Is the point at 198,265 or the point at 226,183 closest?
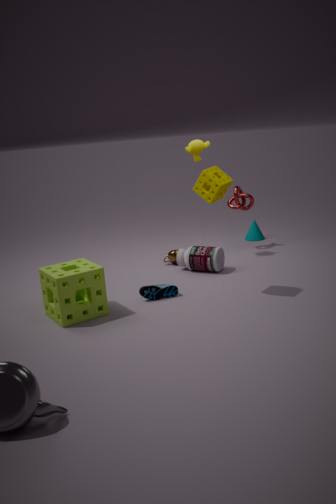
the point at 226,183
